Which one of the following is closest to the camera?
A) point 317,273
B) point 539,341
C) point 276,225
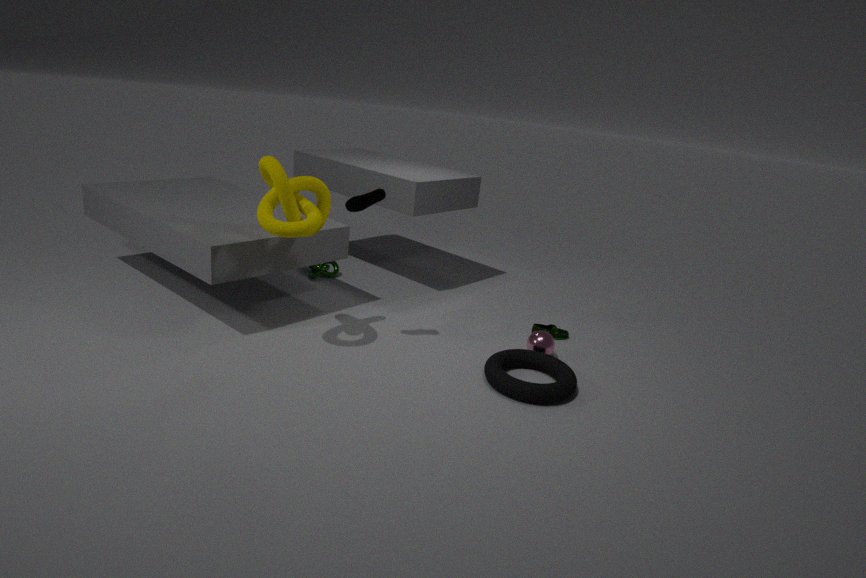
point 276,225
